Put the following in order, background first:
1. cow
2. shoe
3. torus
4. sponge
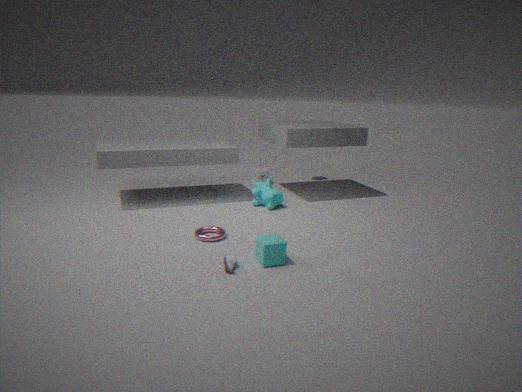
sponge → cow → torus → shoe
